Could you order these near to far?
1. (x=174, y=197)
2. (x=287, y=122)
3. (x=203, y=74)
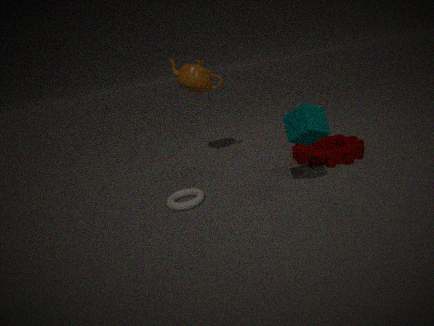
(x=287, y=122) < (x=174, y=197) < (x=203, y=74)
